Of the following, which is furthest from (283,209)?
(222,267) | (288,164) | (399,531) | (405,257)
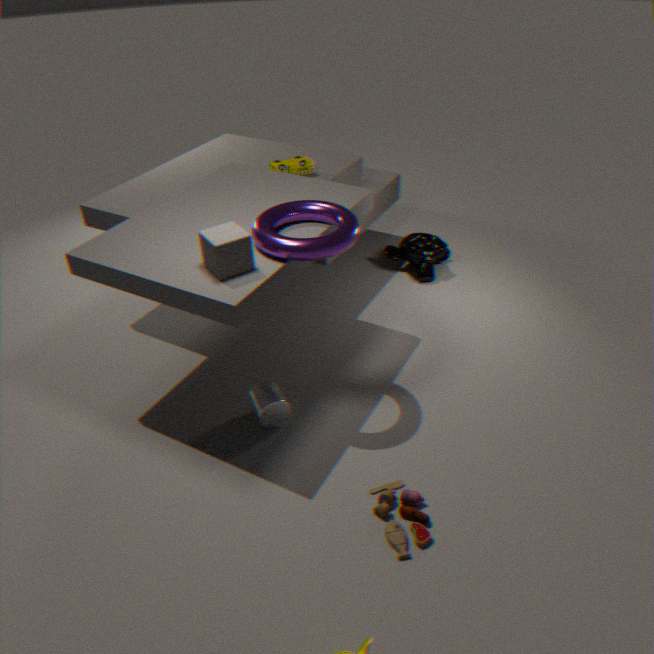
(405,257)
